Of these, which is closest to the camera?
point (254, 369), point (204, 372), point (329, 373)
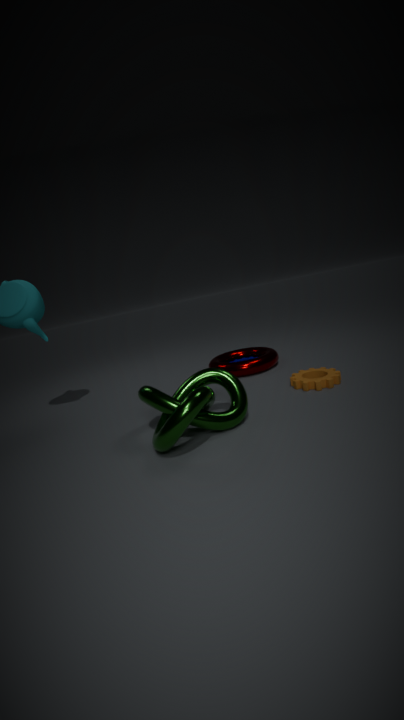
point (204, 372)
